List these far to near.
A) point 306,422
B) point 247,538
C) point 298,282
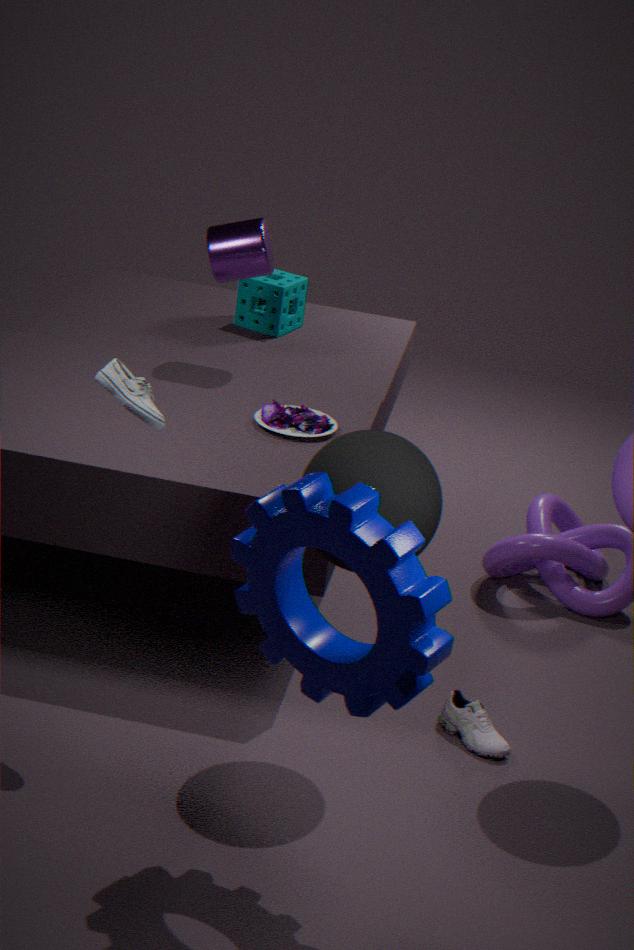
point 298,282 < point 306,422 < point 247,538
